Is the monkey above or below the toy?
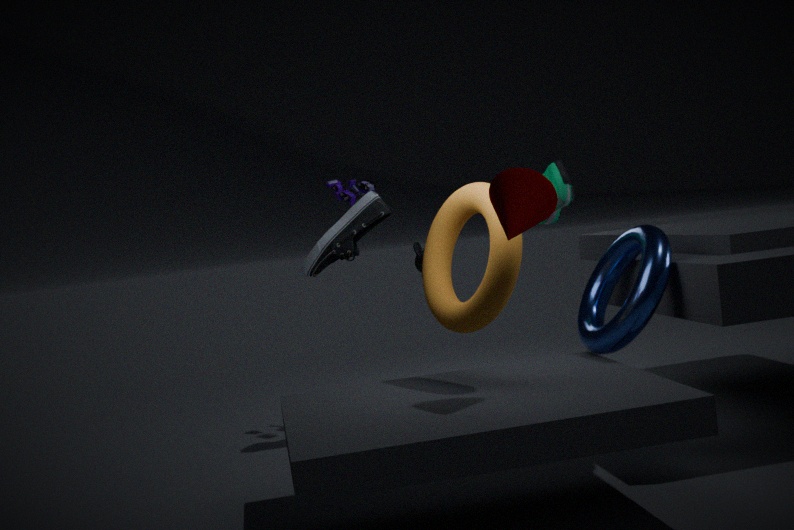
below
